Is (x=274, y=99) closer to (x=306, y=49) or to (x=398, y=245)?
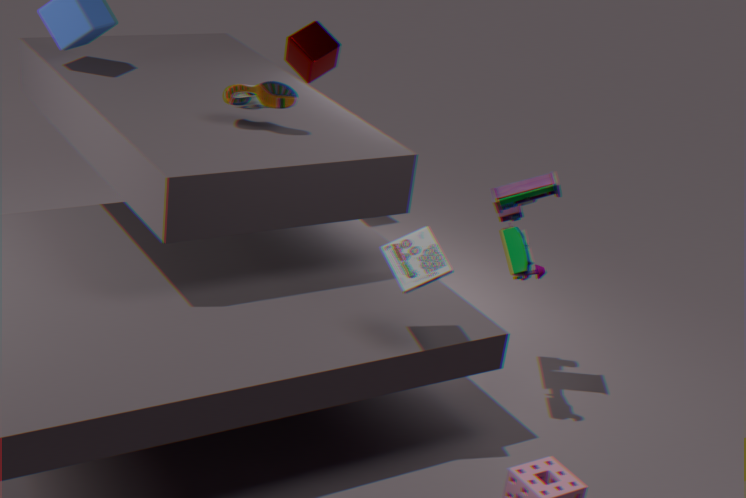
(x=398, y=245)
